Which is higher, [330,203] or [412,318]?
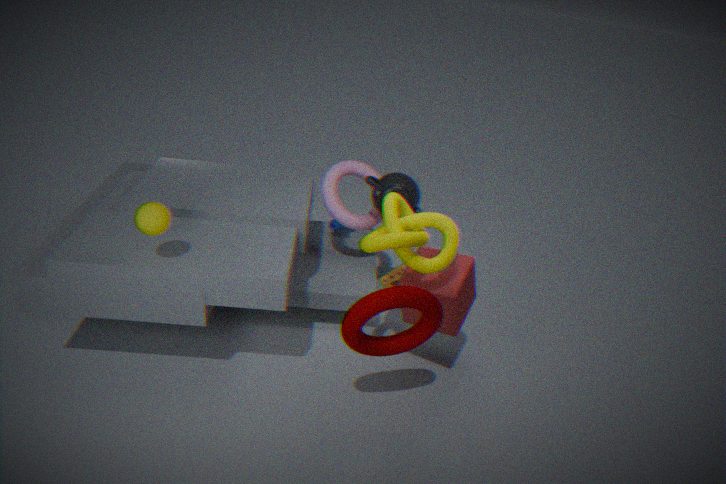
[330,203]
